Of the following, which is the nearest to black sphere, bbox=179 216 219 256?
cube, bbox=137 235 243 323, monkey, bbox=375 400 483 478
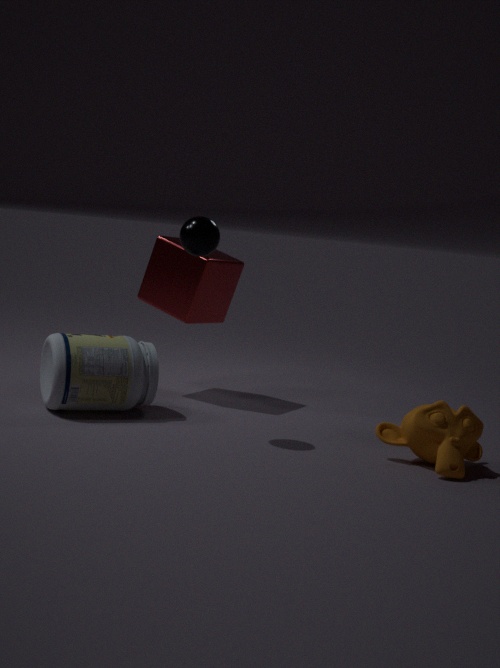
cube, bbox=137 235 243 323
